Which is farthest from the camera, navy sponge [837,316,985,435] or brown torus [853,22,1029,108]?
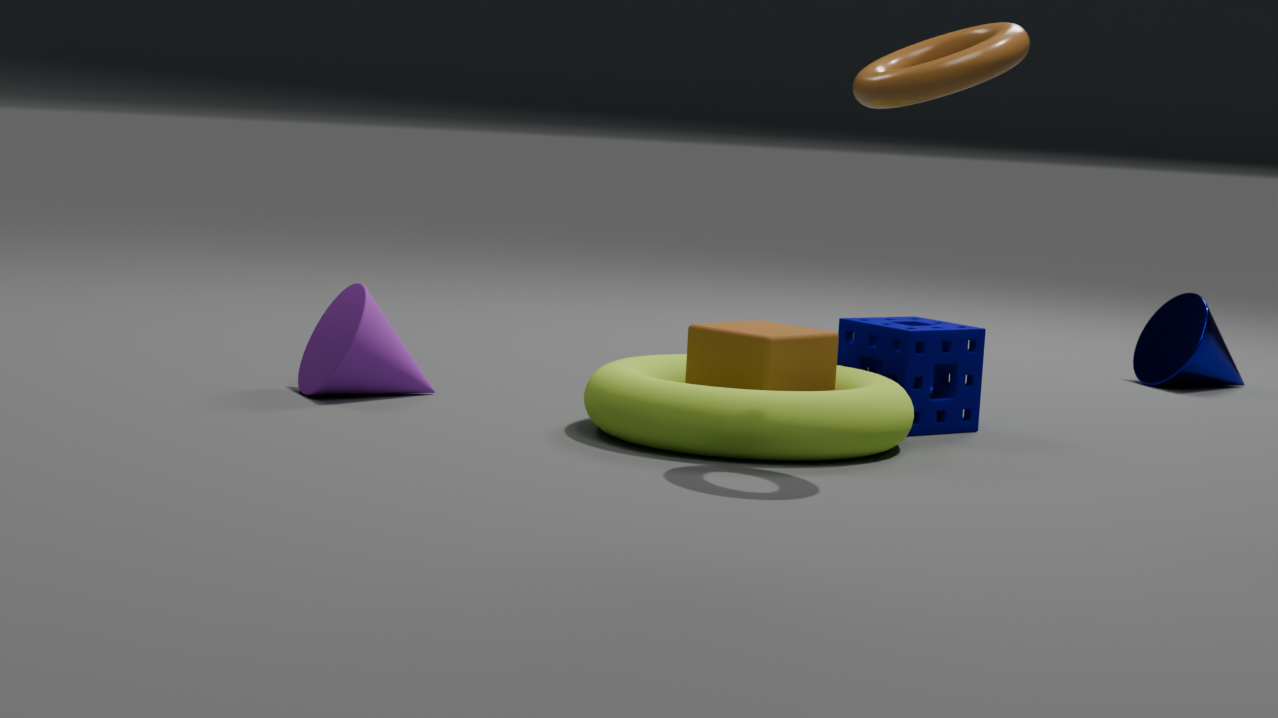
navy sponge [837,316,985,435]
